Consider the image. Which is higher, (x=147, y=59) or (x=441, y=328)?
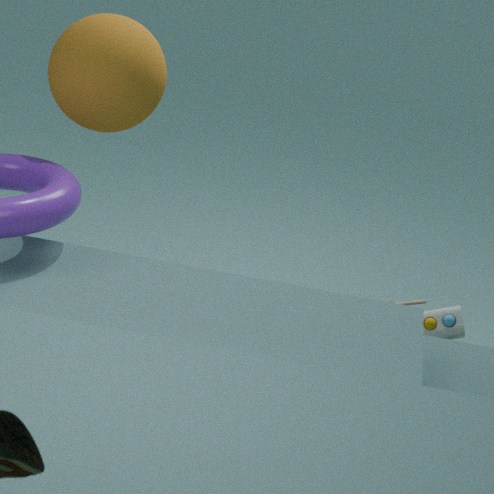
(x=147, y=59)
